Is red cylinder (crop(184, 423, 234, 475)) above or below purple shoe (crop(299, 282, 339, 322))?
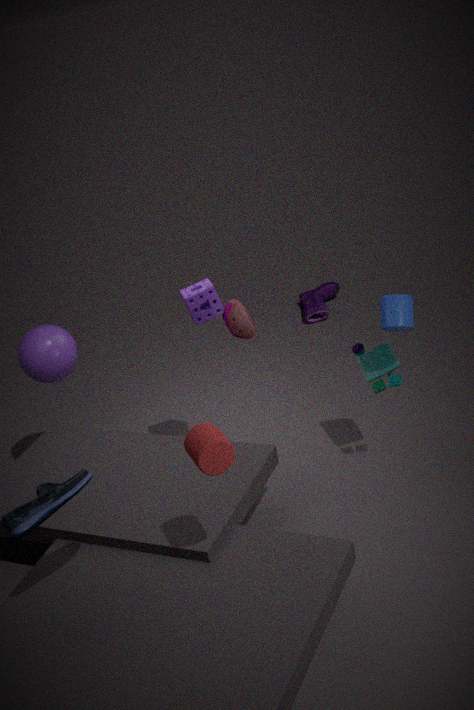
above
